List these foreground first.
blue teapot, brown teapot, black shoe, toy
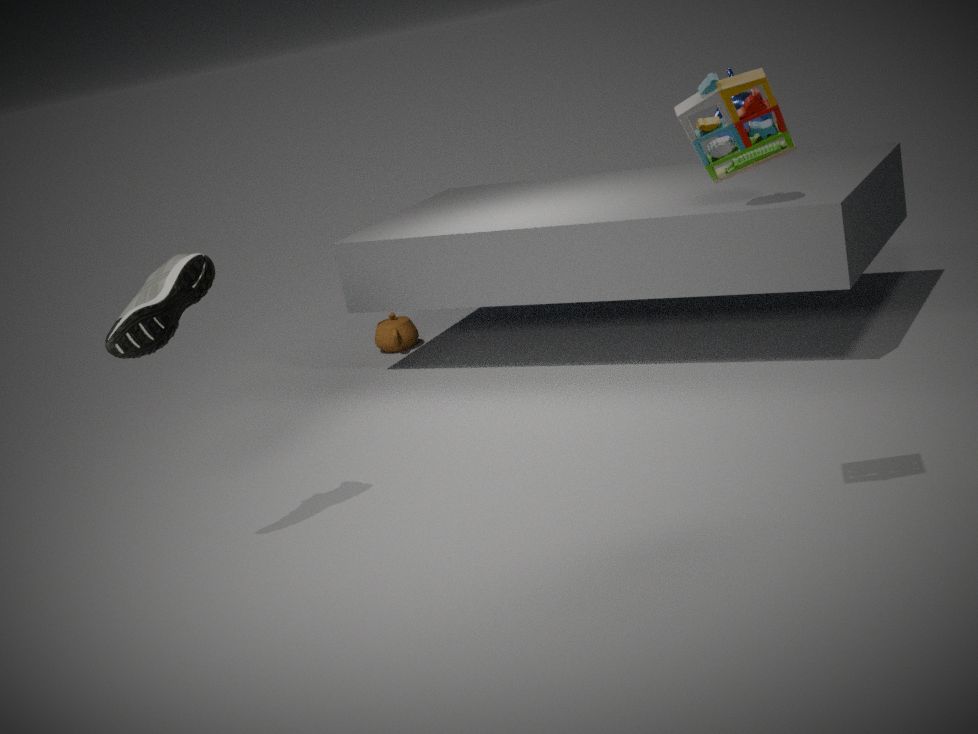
toy < black shoe < blue teapot < brown teapot
